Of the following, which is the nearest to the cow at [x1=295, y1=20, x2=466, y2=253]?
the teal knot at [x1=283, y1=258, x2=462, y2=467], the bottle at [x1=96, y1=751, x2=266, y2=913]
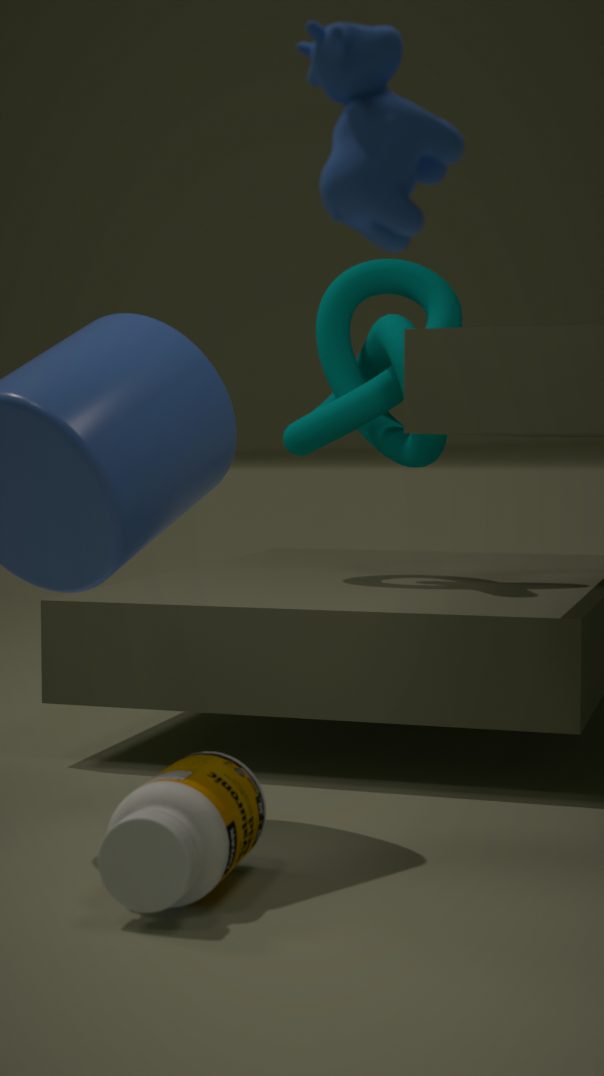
the bottle at [x1=96, y1=751, x2=266, y2=913]
